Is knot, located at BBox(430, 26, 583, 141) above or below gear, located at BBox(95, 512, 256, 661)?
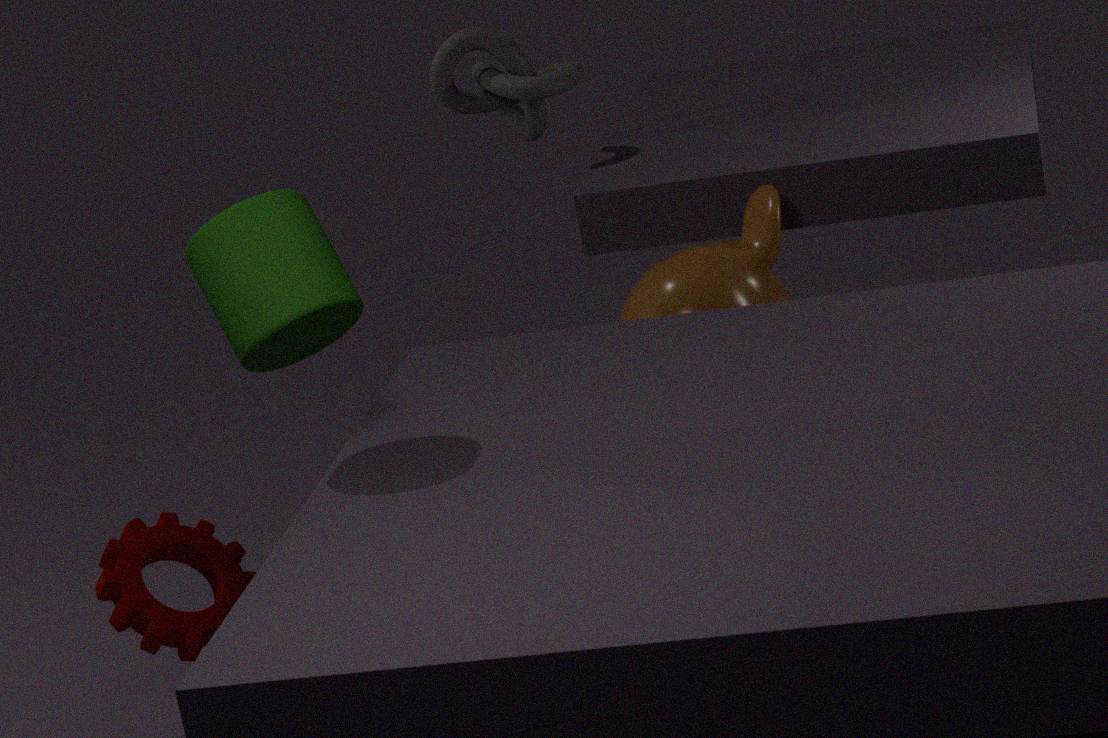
above
